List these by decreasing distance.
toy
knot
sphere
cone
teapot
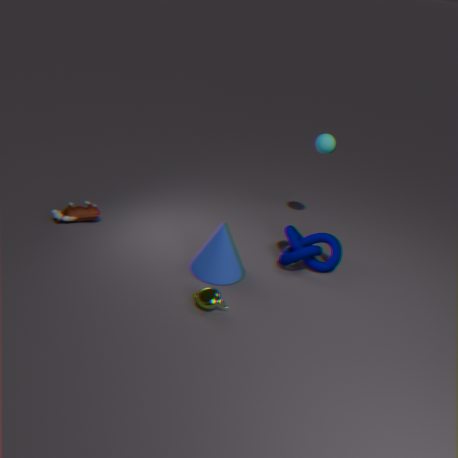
1. sphere
2. toy
3. knot
4. cone
5. teapot
